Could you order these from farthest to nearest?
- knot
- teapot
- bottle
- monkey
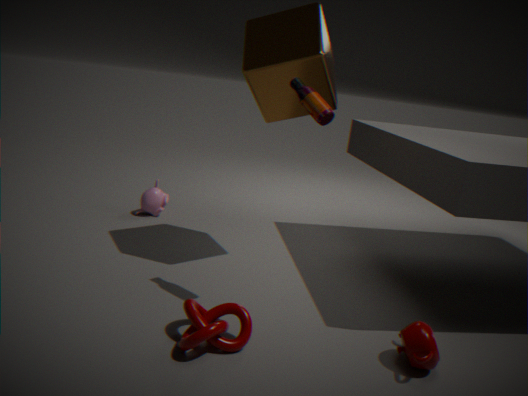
monkey < bottle < teapot < knot
